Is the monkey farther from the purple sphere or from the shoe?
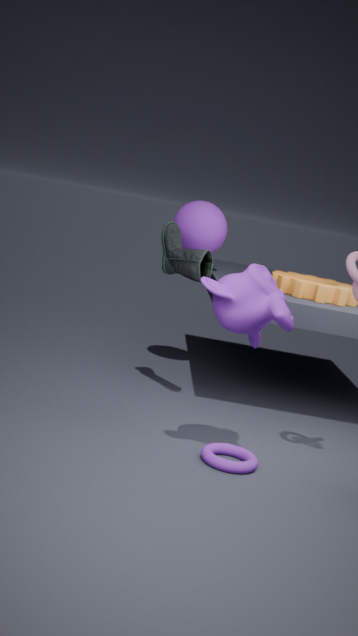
the purple sphere
